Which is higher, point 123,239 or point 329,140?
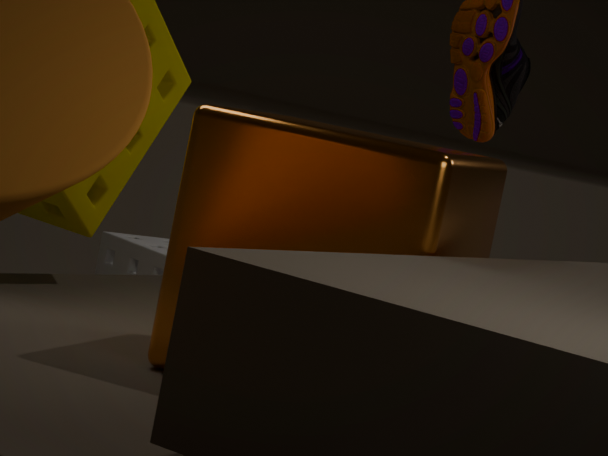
point 329,140
